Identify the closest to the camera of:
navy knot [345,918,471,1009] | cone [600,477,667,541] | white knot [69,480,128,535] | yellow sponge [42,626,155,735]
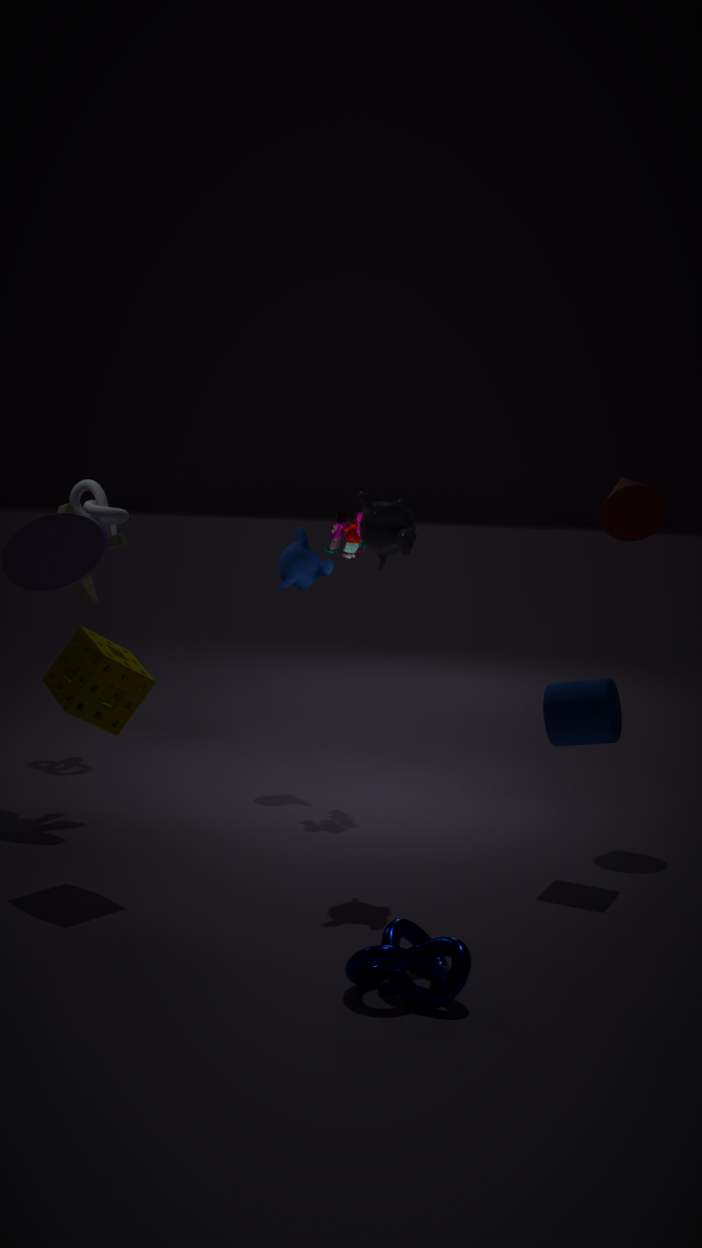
navy knot [345,918,471,1009]
